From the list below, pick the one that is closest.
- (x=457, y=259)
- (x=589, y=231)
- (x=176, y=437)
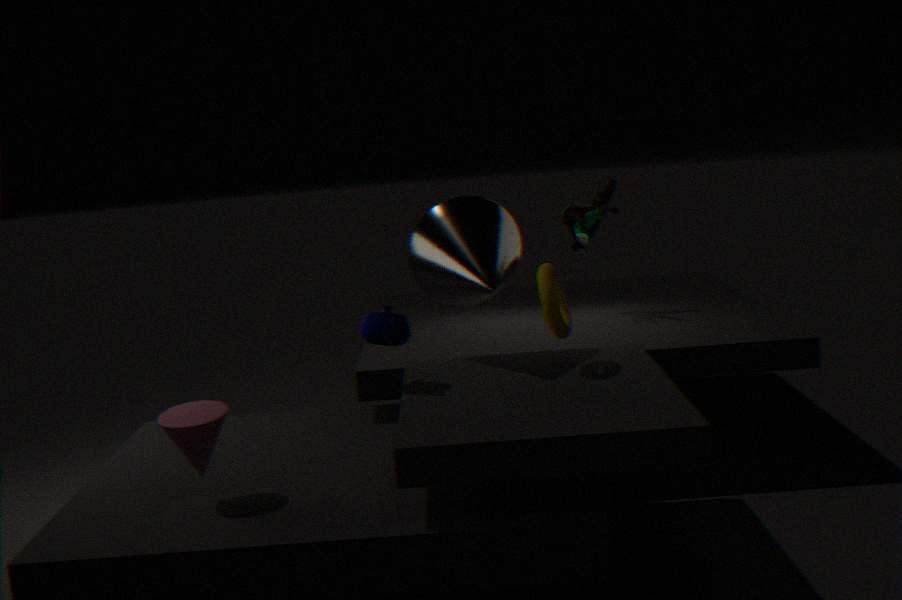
(x=176, y=437)
